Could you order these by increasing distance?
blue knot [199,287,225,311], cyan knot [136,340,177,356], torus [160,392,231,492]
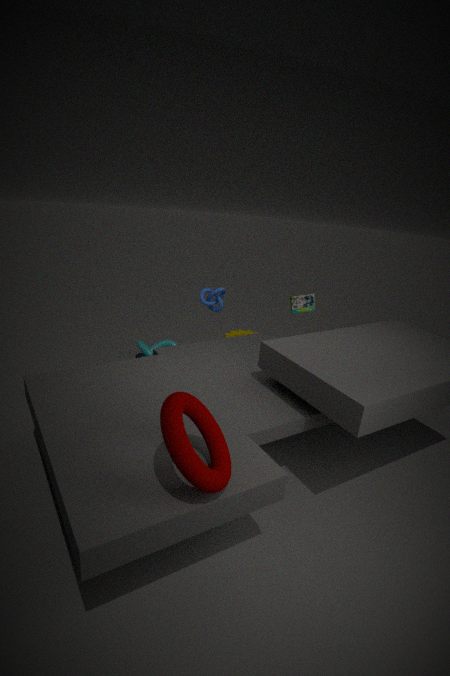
1. torus [160,392,231,492]
2. blue knot [199,287,225,311]
3. cyan knot [136,340,177,356]
